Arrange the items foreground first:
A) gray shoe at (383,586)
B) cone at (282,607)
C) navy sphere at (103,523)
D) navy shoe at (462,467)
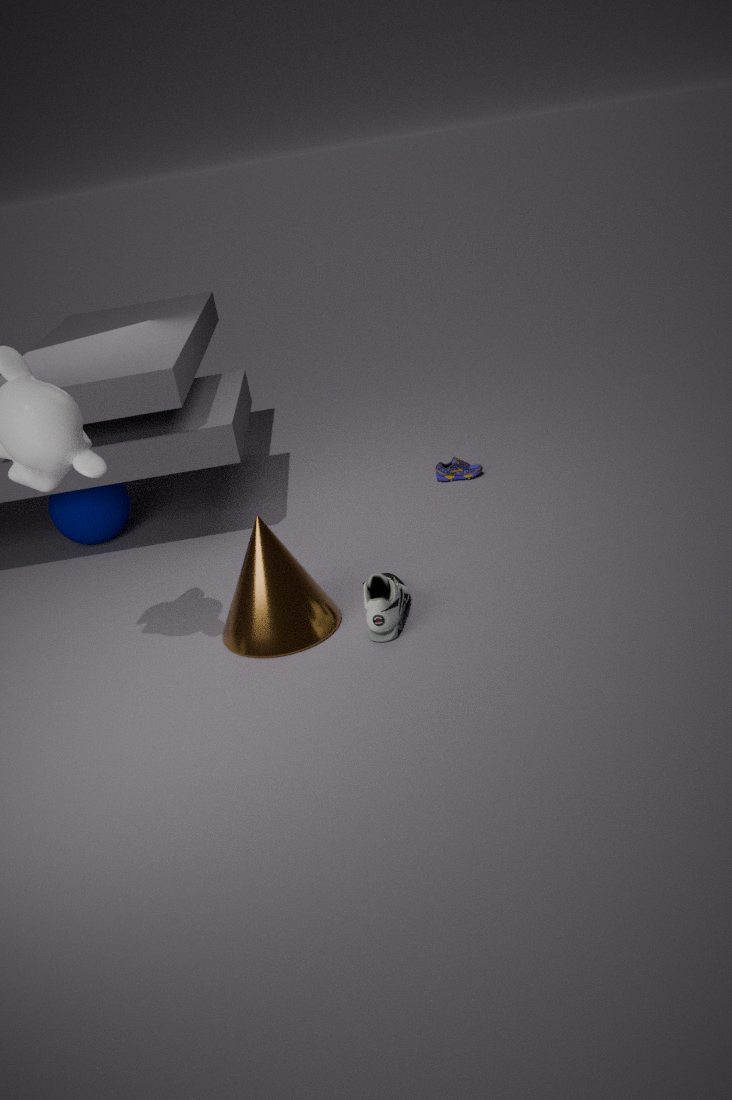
gray shoe at (383,586), cone at (282,607), navy sphere at (103,523), navy shoe at (462,467)
